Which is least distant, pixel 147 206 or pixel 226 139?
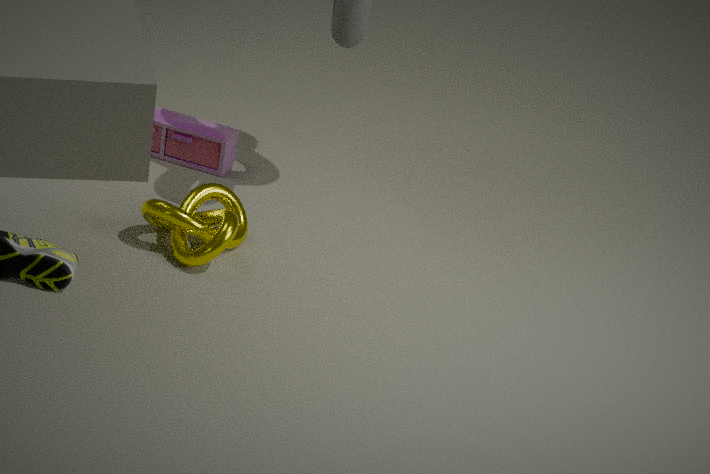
pixel 147 206
